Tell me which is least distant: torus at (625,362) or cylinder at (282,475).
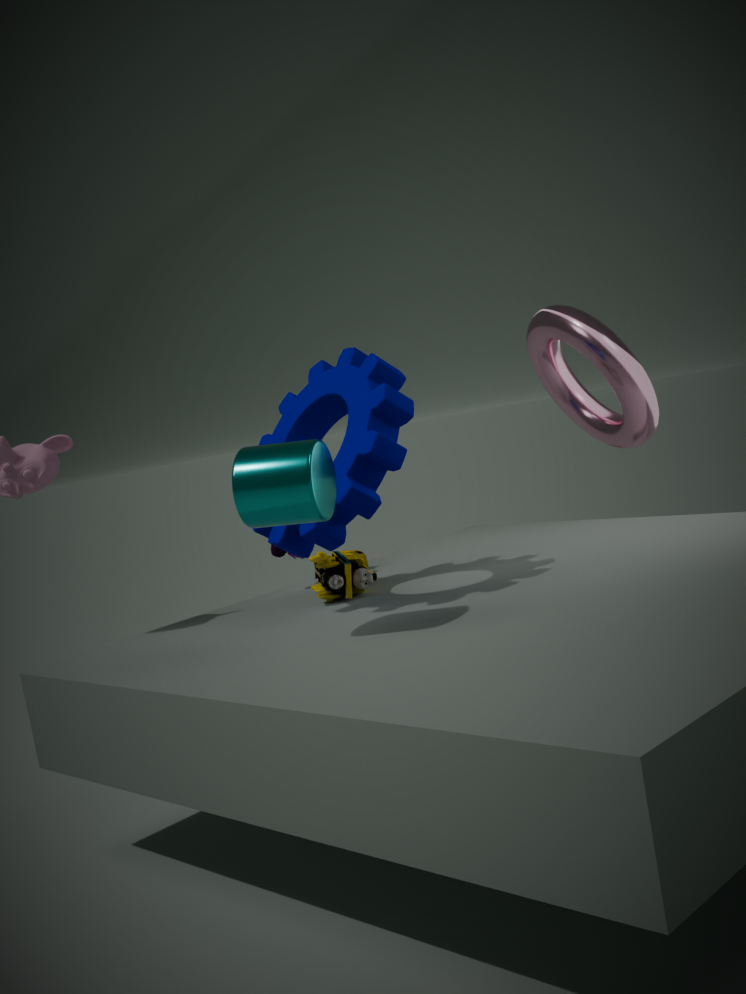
cylinder at (282,475)
